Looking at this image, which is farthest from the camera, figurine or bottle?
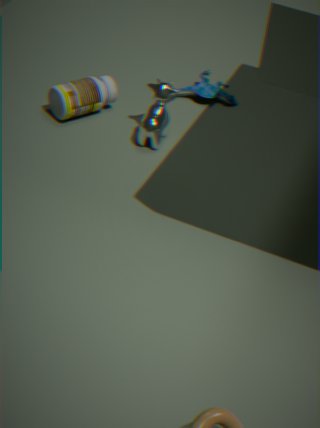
figurine
